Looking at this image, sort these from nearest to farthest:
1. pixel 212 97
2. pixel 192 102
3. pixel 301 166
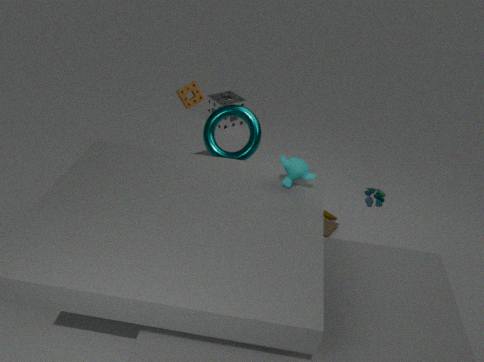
1. pixel 301 166
2. pixel 192 102
3. pixel 212 97
